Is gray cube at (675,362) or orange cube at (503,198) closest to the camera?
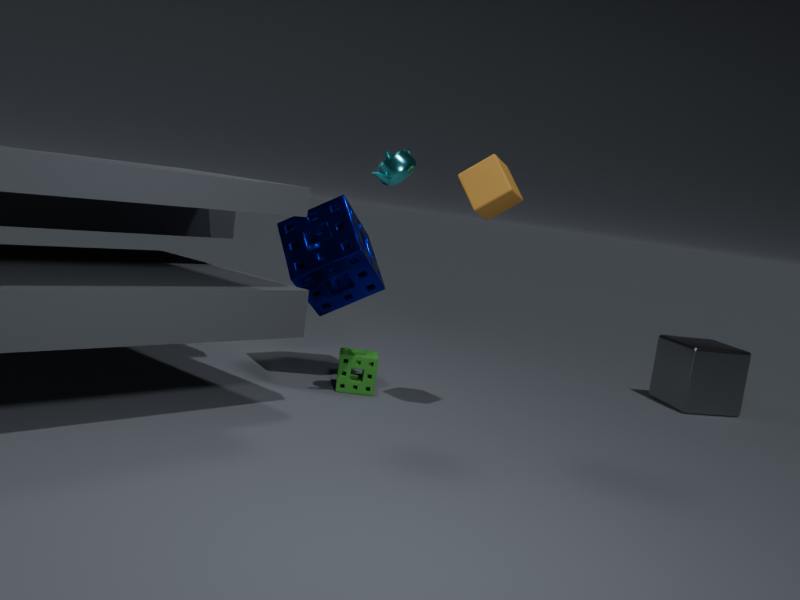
orange cube at (503,198)
